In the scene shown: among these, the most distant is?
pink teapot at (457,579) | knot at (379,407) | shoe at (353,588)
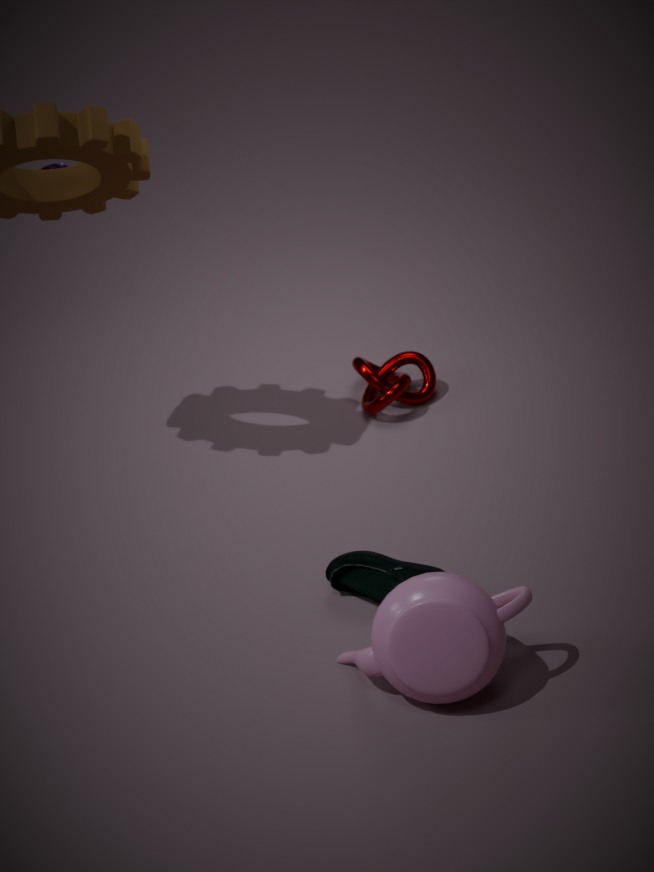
knot at (379,407)
